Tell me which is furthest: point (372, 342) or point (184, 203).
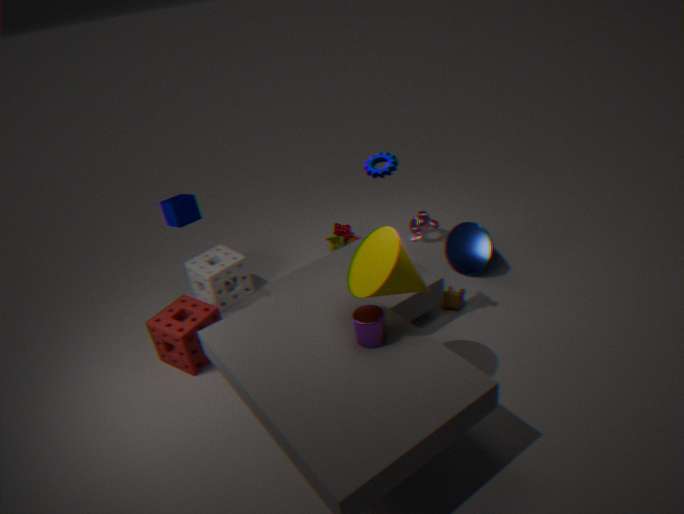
point (184, 203)
